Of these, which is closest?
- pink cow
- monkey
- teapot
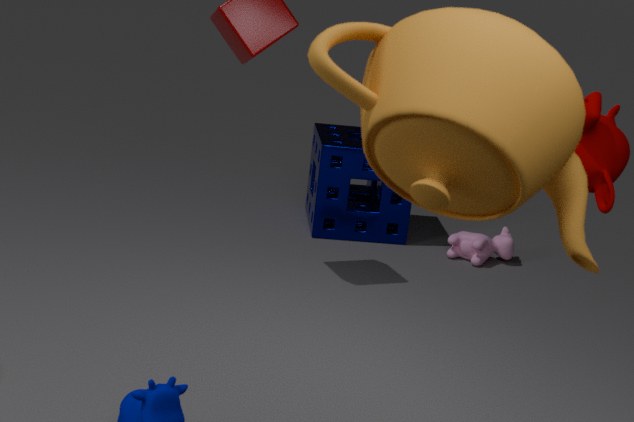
teapot
